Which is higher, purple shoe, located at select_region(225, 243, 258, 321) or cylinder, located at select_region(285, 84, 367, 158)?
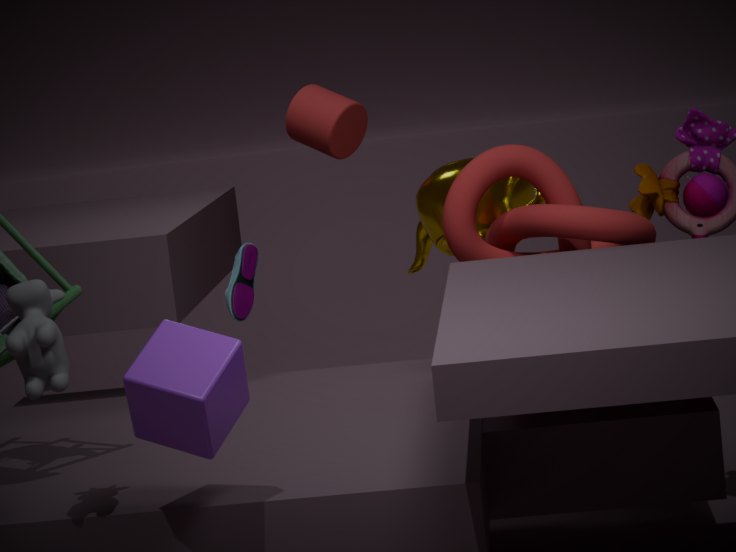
cylinder, located at select_region(285, 84, 367, 158)
